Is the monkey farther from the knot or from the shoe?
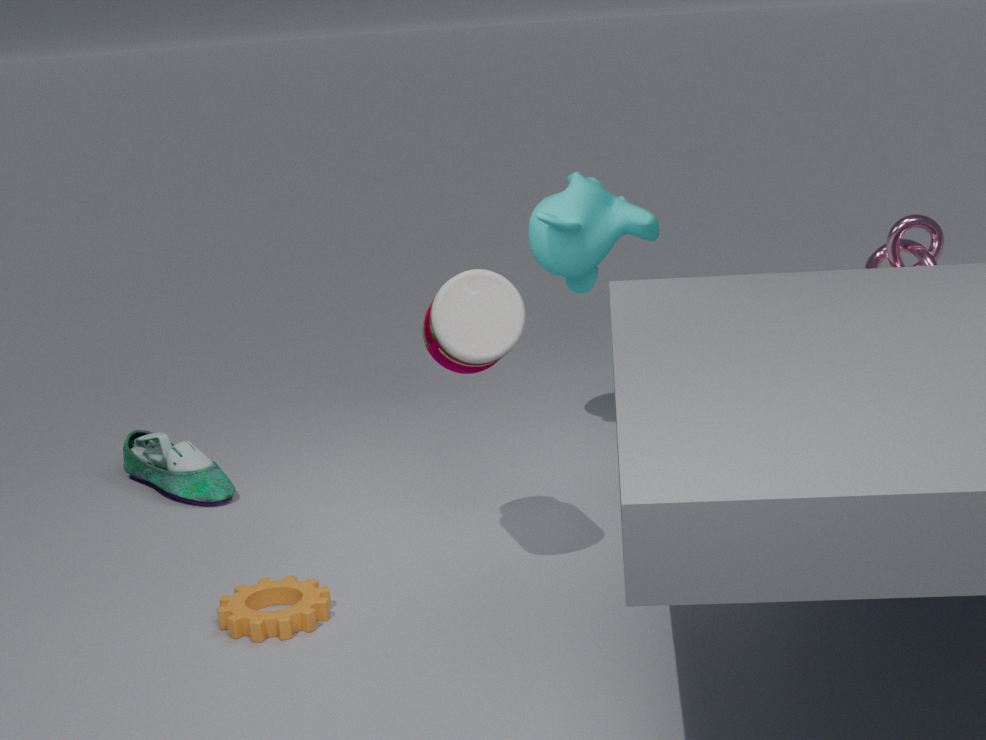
the shoe
